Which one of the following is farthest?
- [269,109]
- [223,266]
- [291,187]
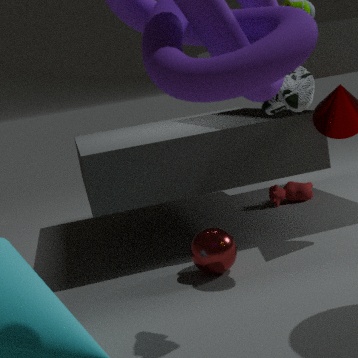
[291,187]
